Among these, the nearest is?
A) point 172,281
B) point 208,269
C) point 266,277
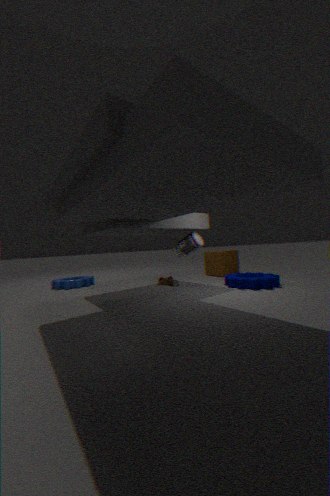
point 266,277
